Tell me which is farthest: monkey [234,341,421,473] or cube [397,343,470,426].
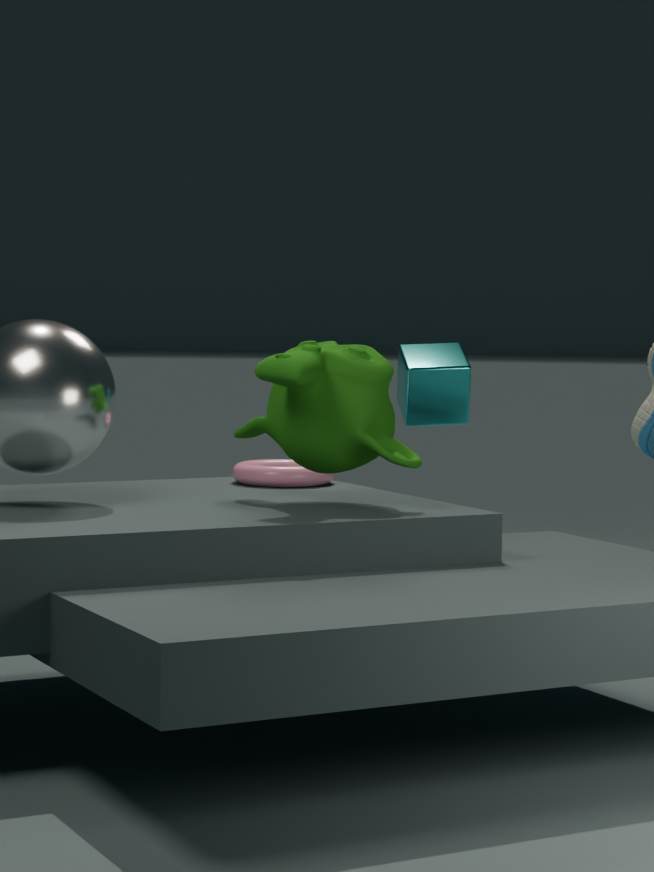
cube [397,343,470,426]
